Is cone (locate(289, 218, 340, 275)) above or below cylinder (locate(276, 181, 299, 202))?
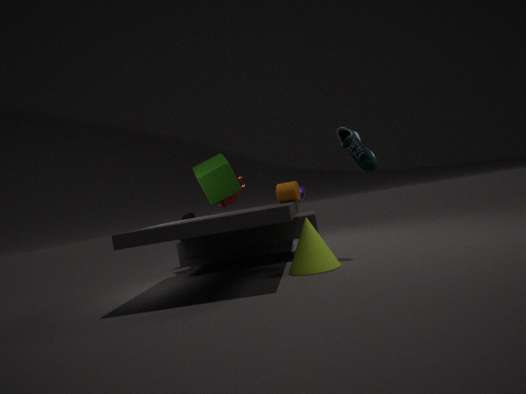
below
